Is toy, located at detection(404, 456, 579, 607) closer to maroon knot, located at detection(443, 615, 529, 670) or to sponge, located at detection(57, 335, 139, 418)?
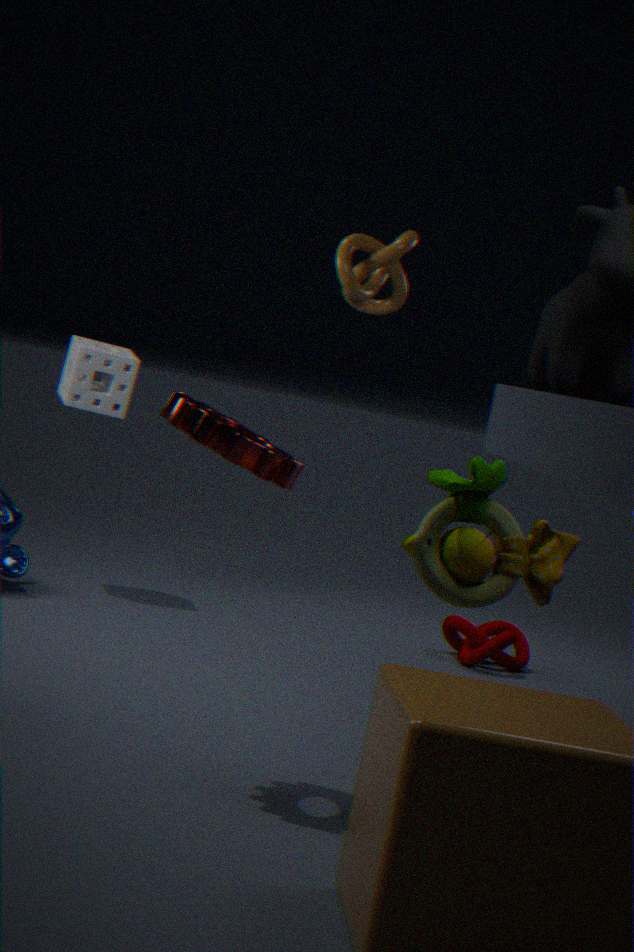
maroon knot, located at detection(443, 615, 529, 670)
